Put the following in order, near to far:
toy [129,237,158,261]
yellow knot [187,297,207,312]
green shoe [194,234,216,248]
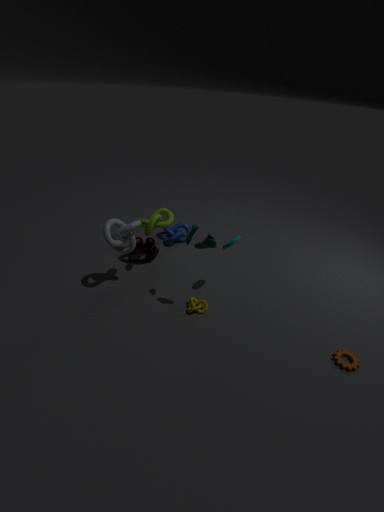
green shoe [194,234,216,248] < yellow knot [187,297,207,312] < toy [129,237,158,261]
